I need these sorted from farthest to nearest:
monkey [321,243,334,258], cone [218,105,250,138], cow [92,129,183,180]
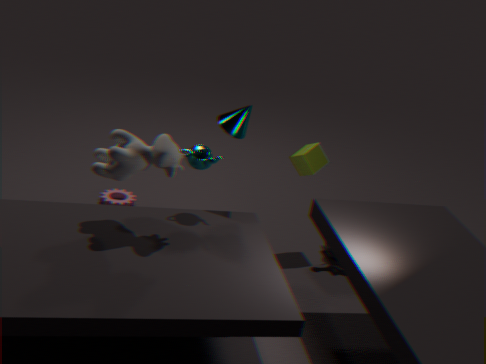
monkey [321,243,334,258] → cone [218,105,250,138] → cow [92,129,183,180]
